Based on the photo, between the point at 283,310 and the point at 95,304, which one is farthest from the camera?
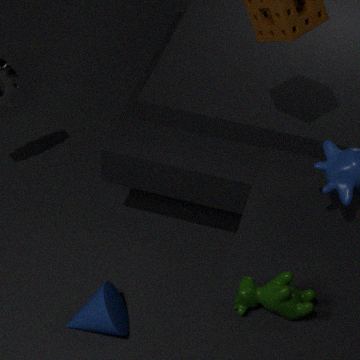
the point at 95,304
